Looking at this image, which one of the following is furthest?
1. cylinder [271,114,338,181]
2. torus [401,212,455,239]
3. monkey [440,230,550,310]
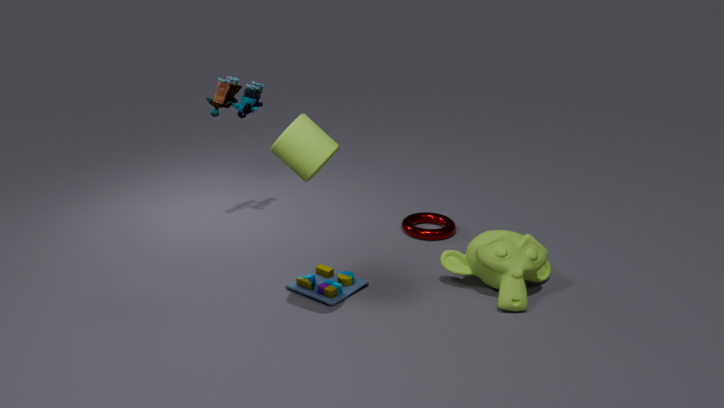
torus [401,212,455,239]
